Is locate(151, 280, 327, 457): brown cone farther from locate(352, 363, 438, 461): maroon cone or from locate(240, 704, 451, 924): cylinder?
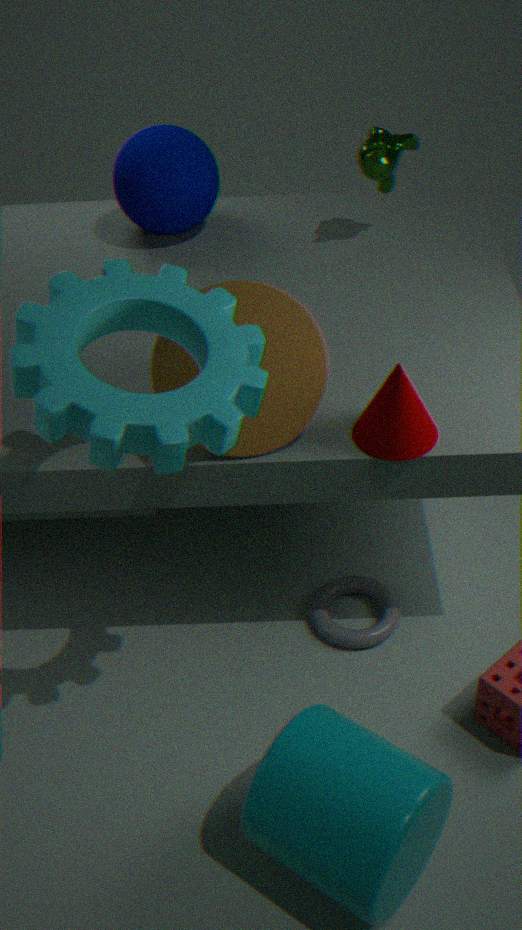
locate(240, 704, 451, 924): cylinder
